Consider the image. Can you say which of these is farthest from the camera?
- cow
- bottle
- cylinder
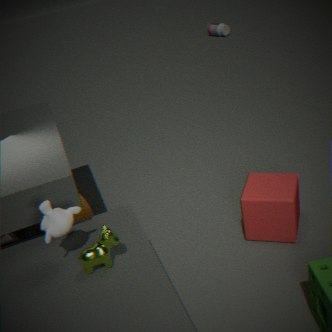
bottle
